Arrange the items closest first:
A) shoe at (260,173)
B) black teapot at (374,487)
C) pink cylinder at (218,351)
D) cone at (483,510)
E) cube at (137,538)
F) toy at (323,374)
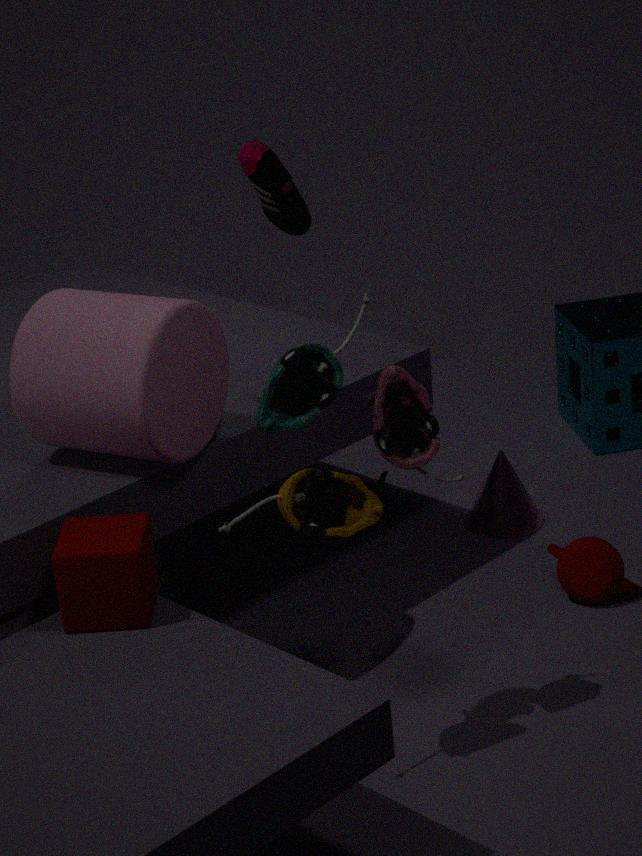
toy at (323,374)
cube at (137,538)
pink cylinder at (218,351)
cone at (483,510)
black teapot at (374,487)
shoe at (260,173)
